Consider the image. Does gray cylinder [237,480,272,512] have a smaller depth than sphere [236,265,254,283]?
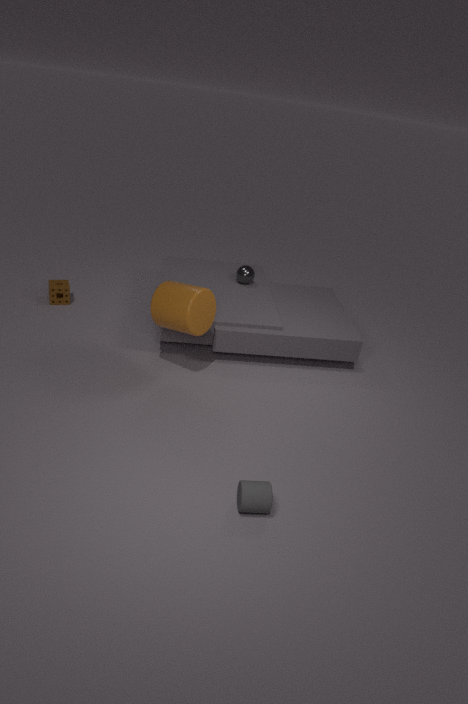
Yes
